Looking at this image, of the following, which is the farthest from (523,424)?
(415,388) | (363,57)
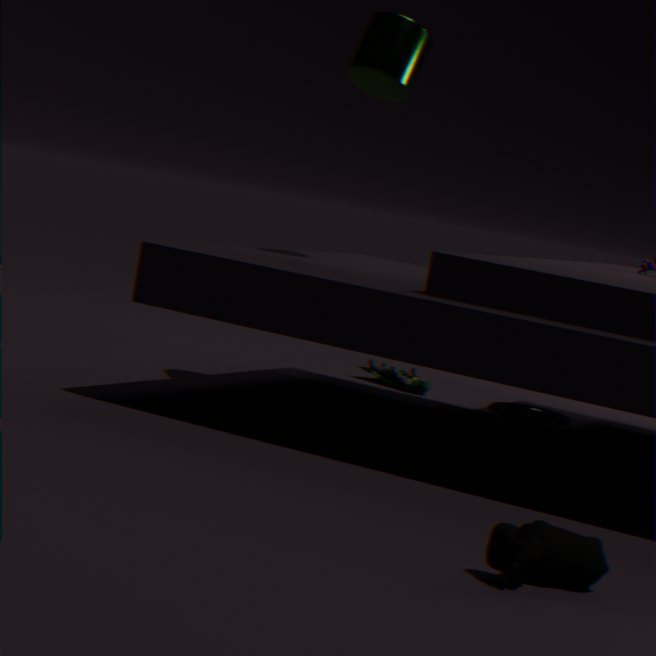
(363,57)
